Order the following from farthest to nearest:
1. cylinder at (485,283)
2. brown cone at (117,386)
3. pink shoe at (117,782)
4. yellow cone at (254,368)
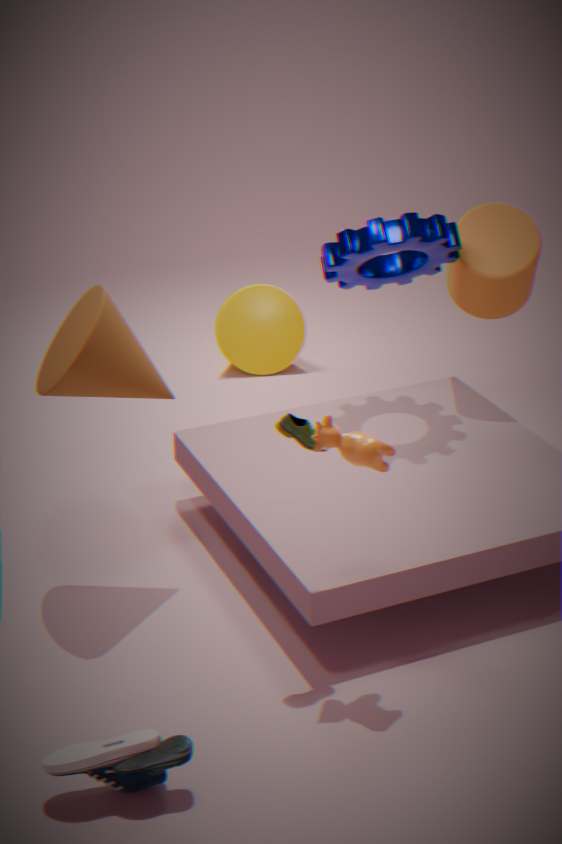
yellow cone at (254,368)
cylinder at (485,283)
brown cone at (117,386)
pink shoe at (117,782)
